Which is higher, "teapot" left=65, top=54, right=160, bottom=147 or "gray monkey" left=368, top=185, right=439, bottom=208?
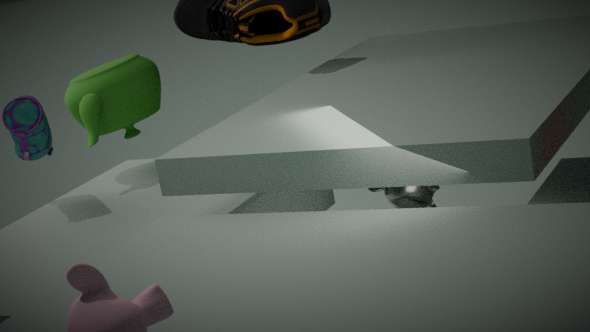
"teapot" left=65, top=54, right=160, bottom=147
